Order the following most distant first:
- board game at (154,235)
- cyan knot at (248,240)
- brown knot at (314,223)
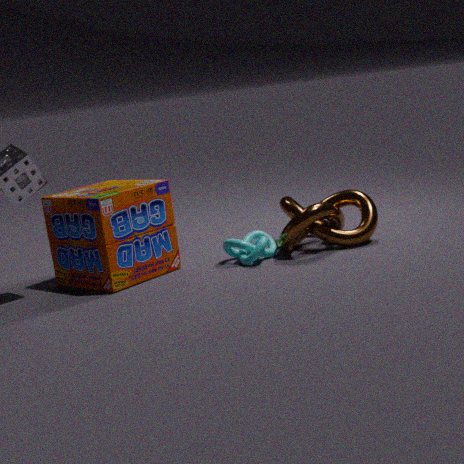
brown knot at (314,223) → cyan knot at (248,240) → board game at (154,235)
